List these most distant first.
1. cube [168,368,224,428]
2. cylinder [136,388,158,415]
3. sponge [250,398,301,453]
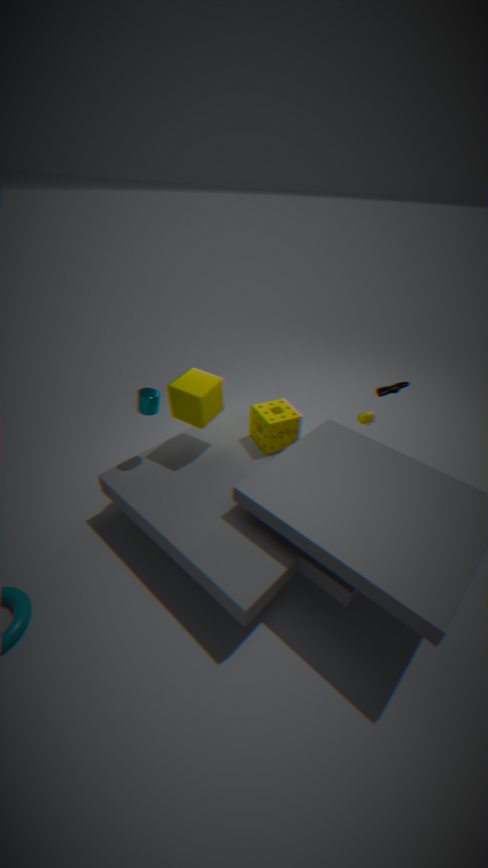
sponge [250,398,301,453], cube [168,368,224,428], cylinder [136,388,158,415]
